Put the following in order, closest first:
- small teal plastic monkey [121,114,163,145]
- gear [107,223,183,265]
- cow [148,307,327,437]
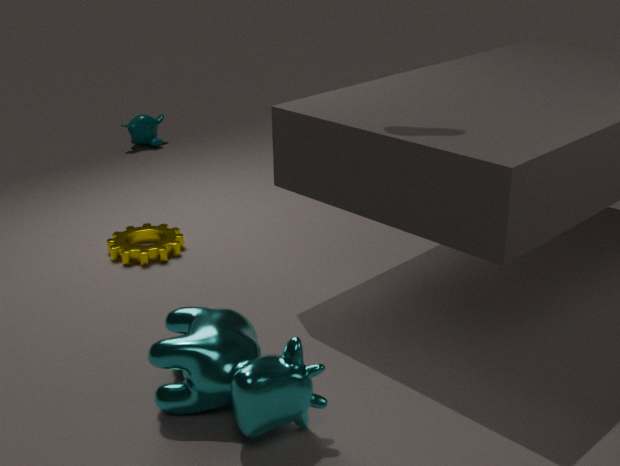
cow [148,307,327,437]
gear [107,223,183,265]
small teal plastic monkey [121,114,163,145]
